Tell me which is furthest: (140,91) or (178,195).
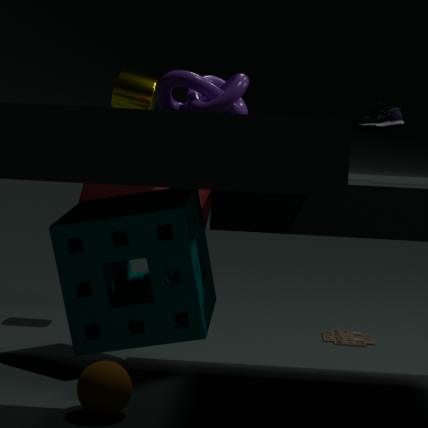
(140,91)
